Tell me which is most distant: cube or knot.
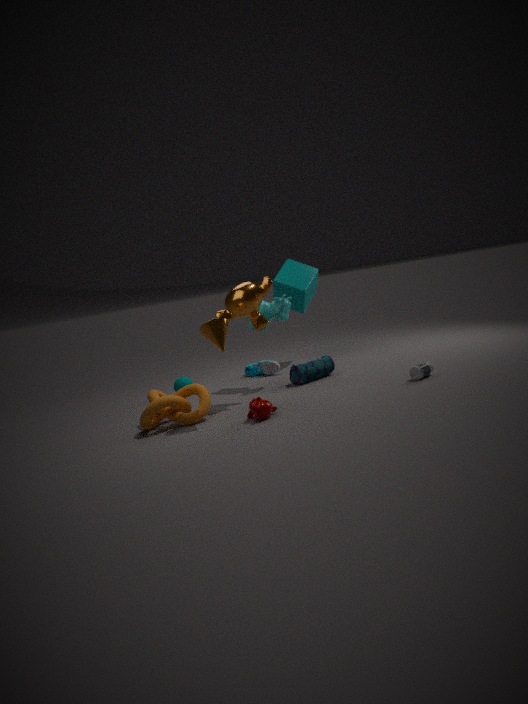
cube
